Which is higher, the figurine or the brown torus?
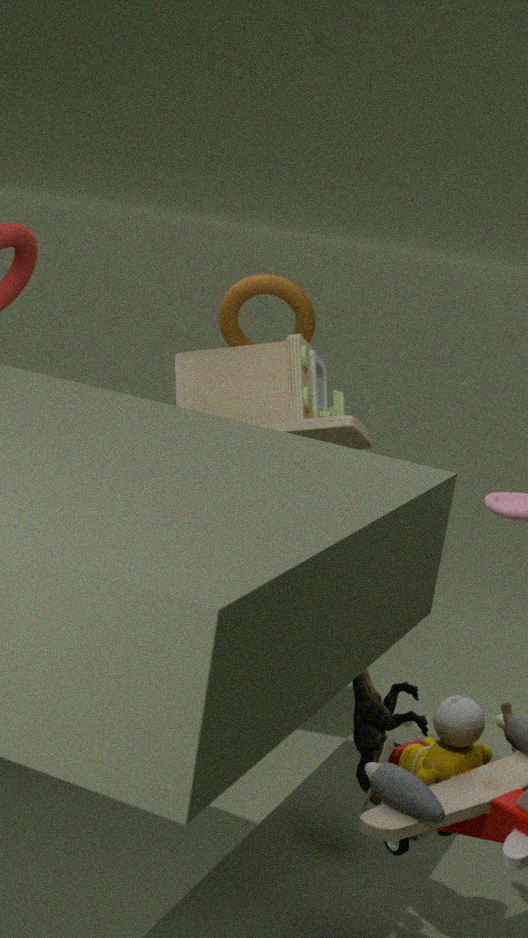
the brown torus
